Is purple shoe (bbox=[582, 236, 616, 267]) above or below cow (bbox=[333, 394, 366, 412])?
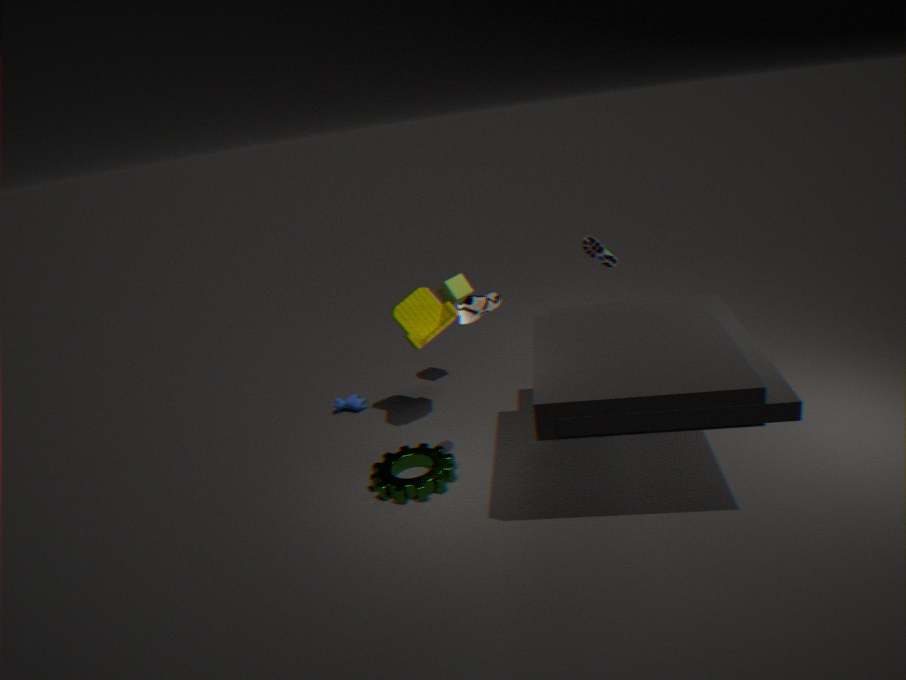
above
